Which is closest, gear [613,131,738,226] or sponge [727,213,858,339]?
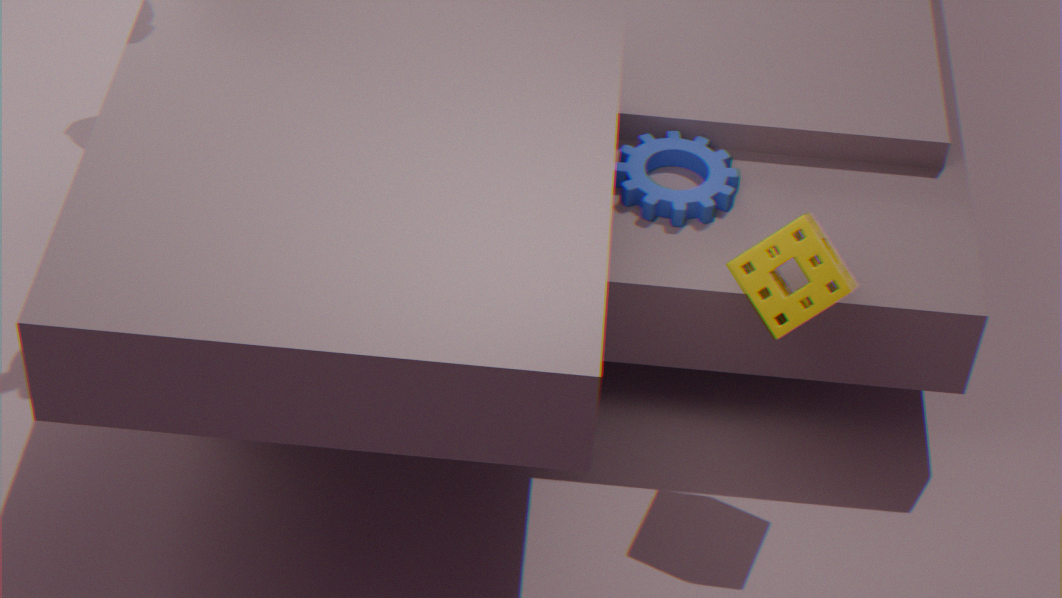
sponge [727,213,858,339]
